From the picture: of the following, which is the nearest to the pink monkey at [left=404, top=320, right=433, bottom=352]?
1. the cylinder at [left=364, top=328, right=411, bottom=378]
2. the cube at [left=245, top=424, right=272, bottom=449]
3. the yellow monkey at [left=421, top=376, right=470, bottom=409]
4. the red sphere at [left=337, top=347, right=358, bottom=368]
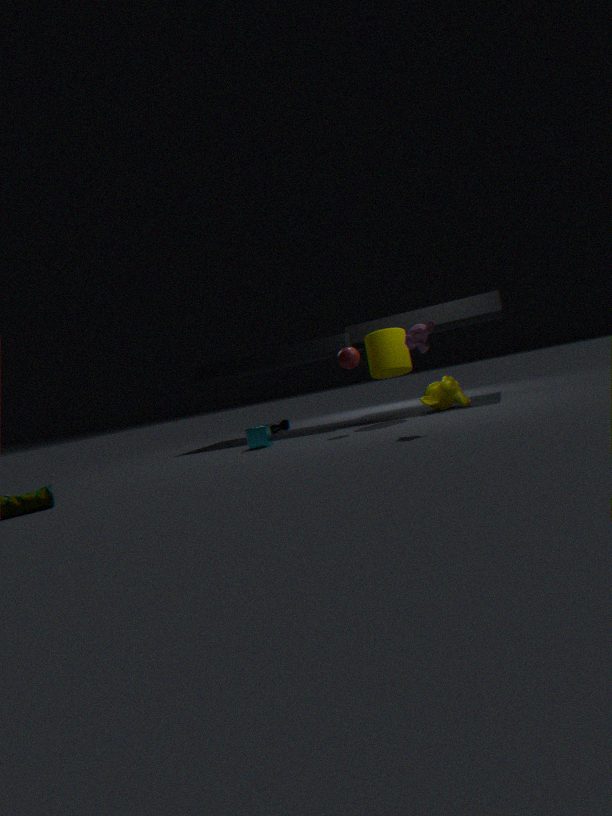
the red sphere at [left=337, top=347, right=358, bottom=368]
